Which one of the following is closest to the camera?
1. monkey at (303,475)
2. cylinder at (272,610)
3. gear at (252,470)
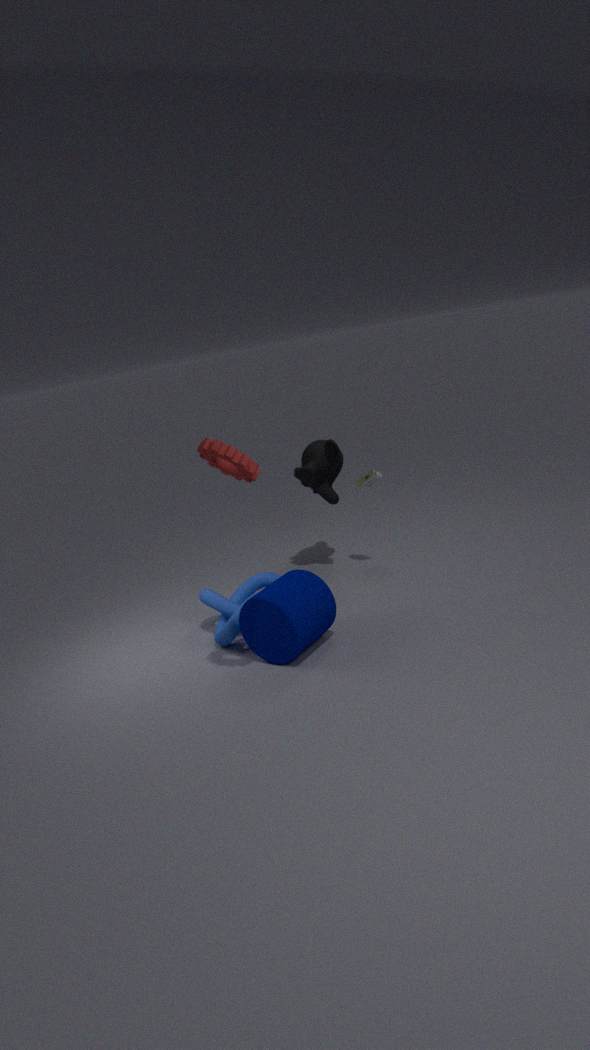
gear at (252,470)
